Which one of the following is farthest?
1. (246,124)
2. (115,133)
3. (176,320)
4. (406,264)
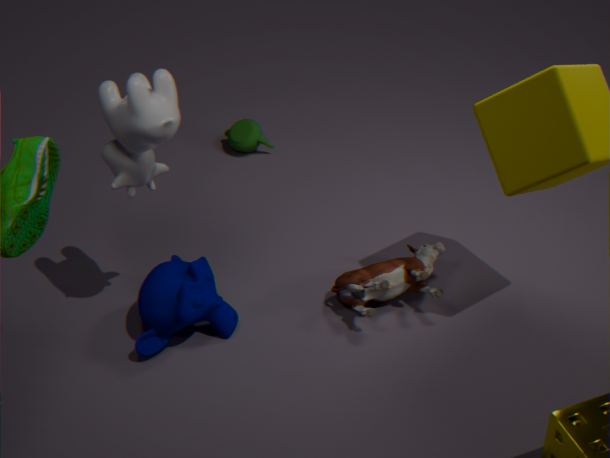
(246,124)
